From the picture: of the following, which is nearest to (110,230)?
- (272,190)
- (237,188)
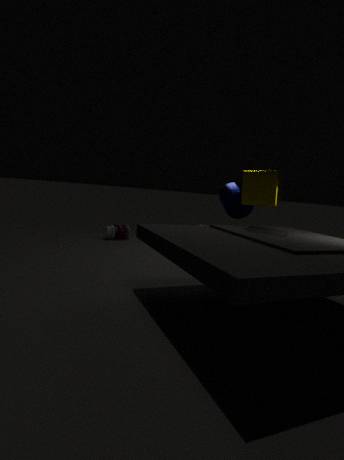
(237,188)
